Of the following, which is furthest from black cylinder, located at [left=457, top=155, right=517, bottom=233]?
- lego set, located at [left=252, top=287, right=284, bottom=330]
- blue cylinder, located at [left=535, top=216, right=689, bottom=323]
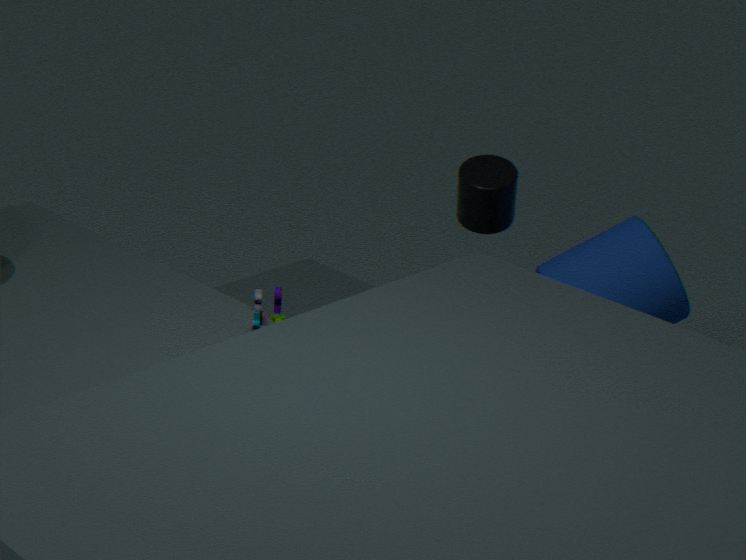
lego set, located at [left=252, top=287, right=284, bottom=330]
